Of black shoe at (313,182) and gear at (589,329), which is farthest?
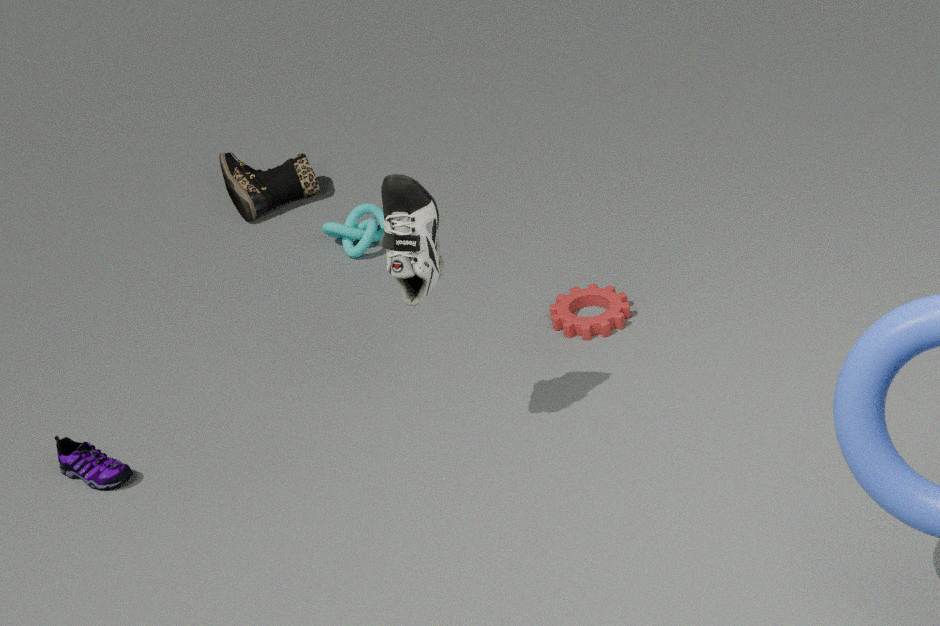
black shoe at (313,182)
